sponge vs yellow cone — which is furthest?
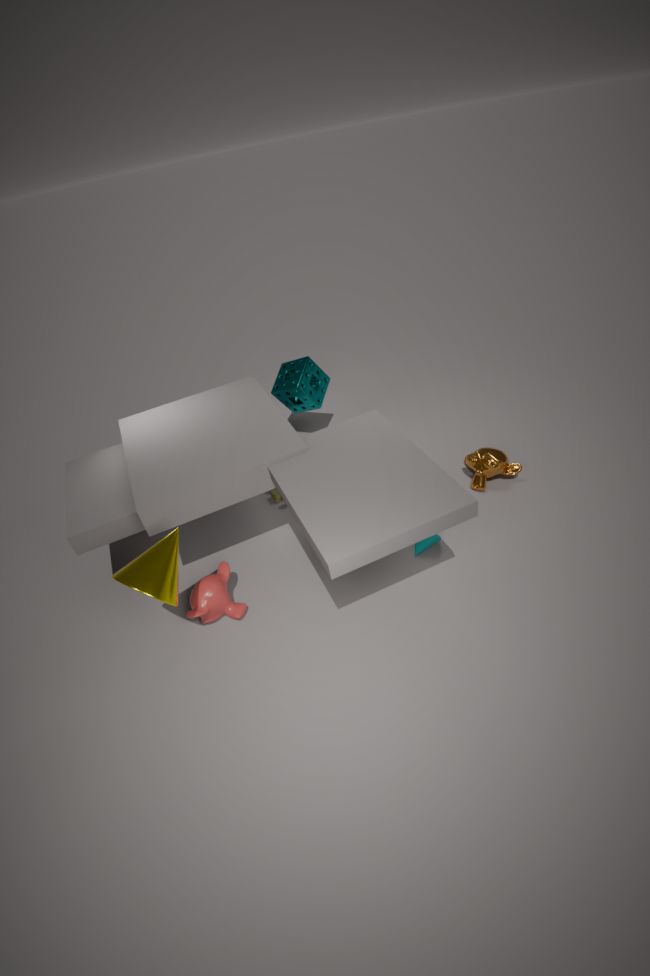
sponge
